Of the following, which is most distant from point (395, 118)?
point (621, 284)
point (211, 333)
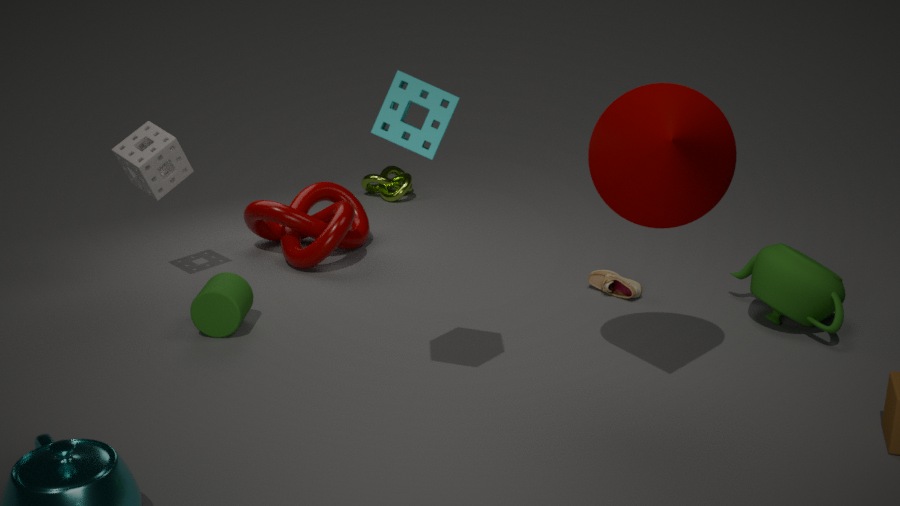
point (621, 284)
